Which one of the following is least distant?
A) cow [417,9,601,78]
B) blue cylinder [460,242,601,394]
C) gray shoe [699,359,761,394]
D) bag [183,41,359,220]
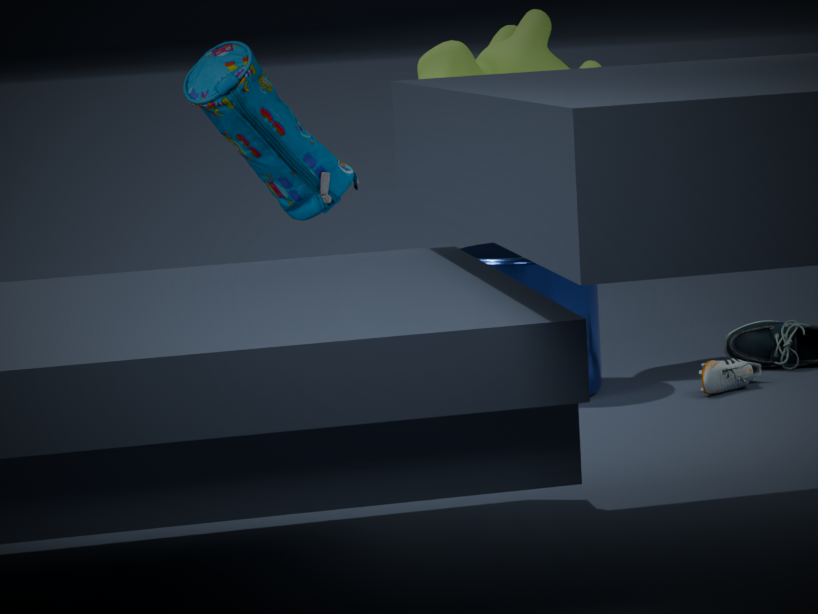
bag [183,41,359,220]
